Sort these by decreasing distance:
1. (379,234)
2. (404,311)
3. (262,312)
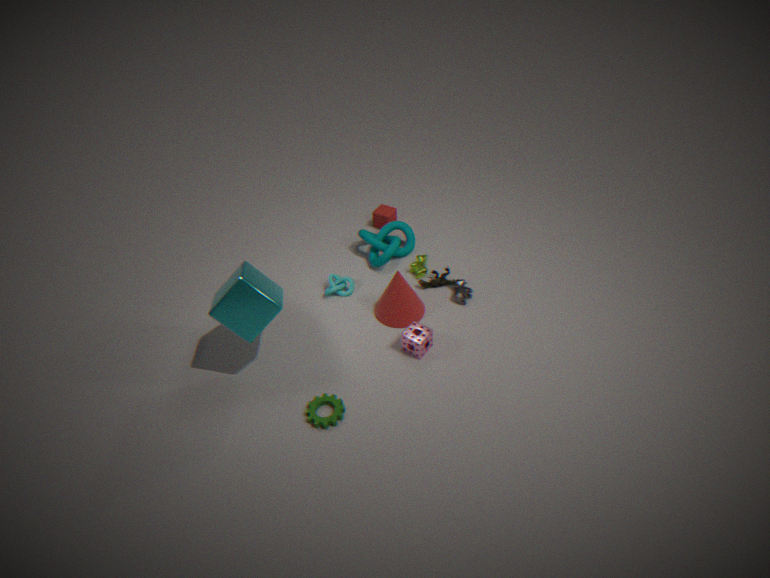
(379,234)
(404,311)
(262,312)
